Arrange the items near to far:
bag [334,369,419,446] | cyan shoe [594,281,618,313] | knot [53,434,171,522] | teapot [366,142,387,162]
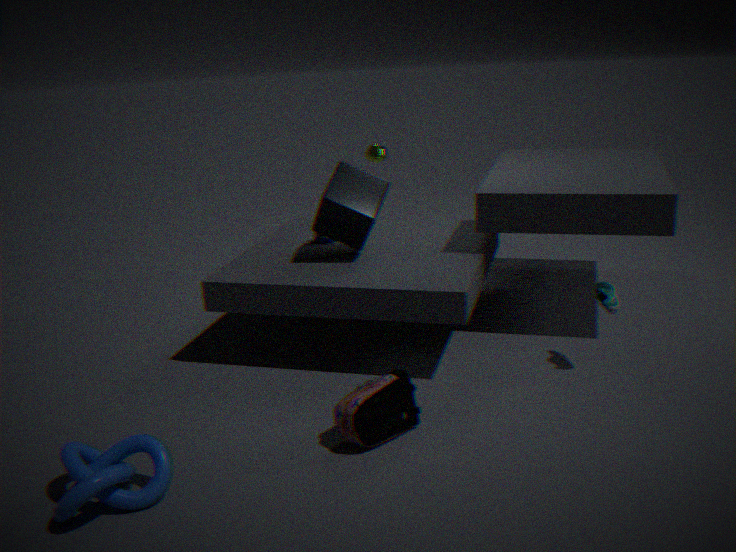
1. knot [53,434,171,522]
2. bag [334,369,419,446]
3. cyan shoe [594,281,618,313]
4. teapot [366,142,387,162]
